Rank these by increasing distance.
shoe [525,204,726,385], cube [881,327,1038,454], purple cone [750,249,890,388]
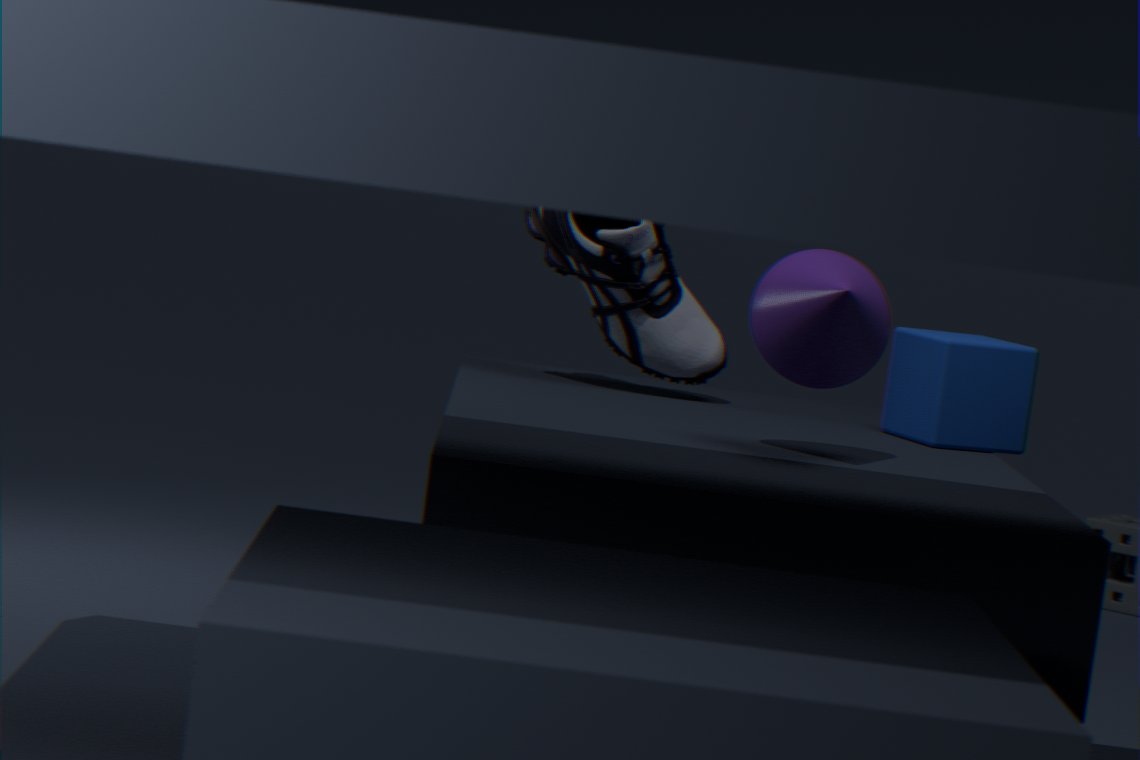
purple cone [750,249,890,388]
cube [881,327,1038,454]
shoe [525,204,726,385]
